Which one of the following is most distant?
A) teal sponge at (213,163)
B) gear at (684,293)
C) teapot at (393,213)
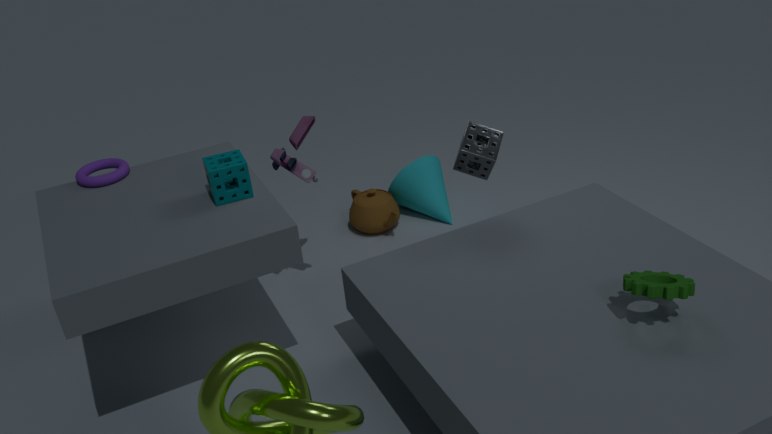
teapot at (393,213)
